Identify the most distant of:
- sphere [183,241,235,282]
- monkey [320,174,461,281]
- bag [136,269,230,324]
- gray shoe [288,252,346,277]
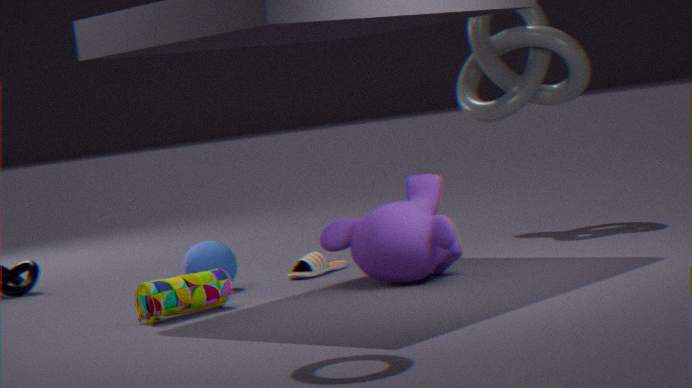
gray shoe [288,252,346,277]
